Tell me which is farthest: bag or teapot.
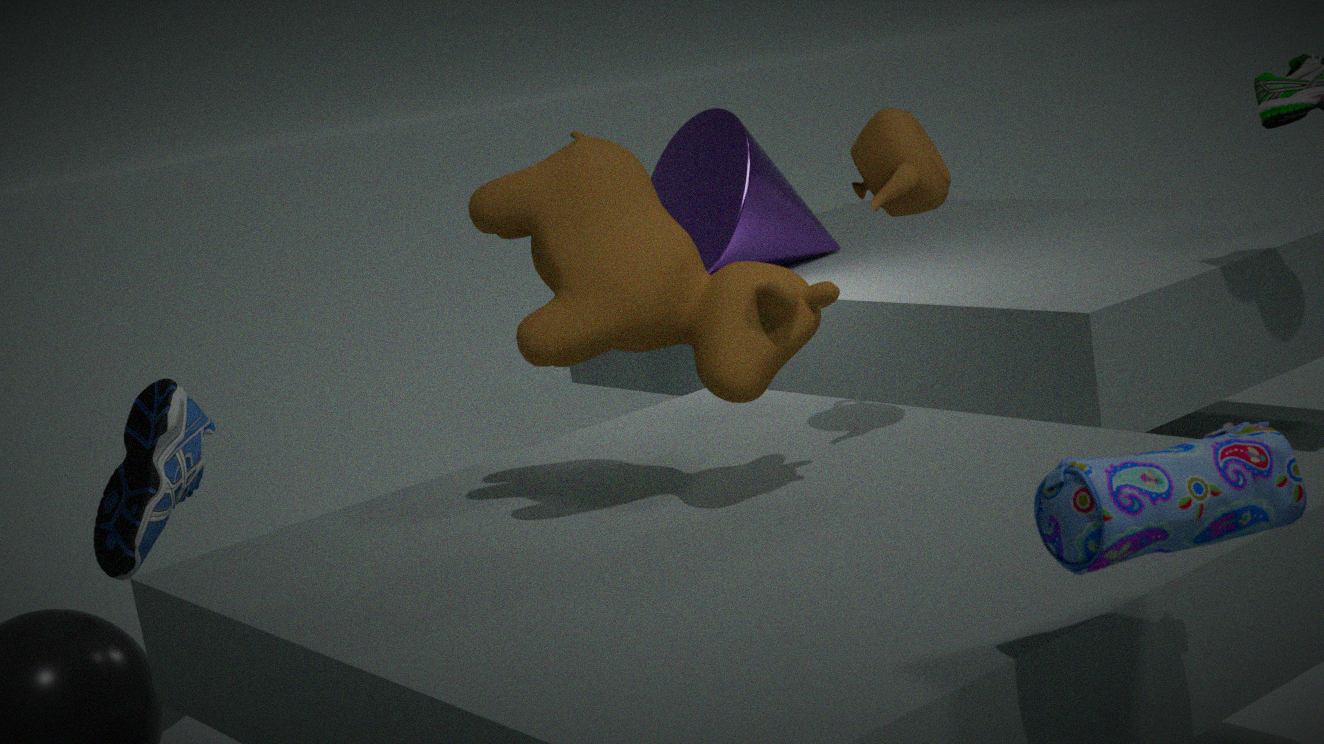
teapot
